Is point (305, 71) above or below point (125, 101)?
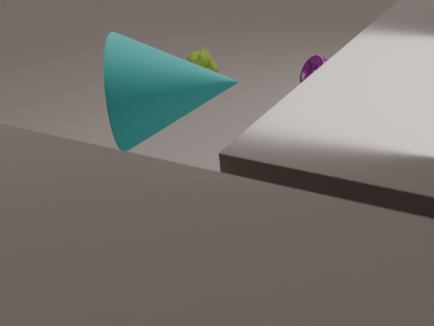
below
